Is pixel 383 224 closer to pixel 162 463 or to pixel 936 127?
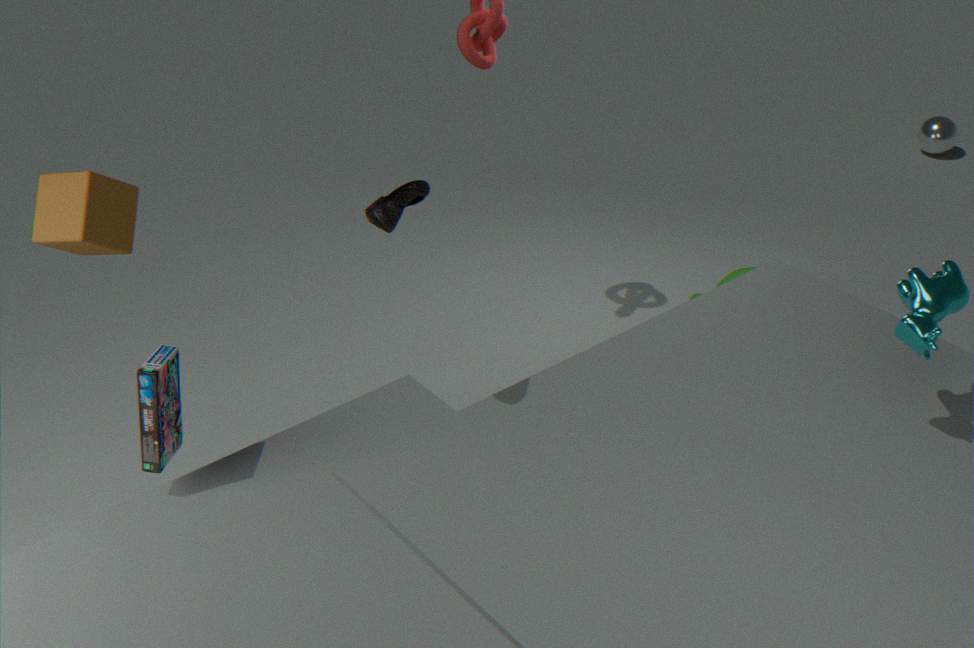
pixel 162 463
